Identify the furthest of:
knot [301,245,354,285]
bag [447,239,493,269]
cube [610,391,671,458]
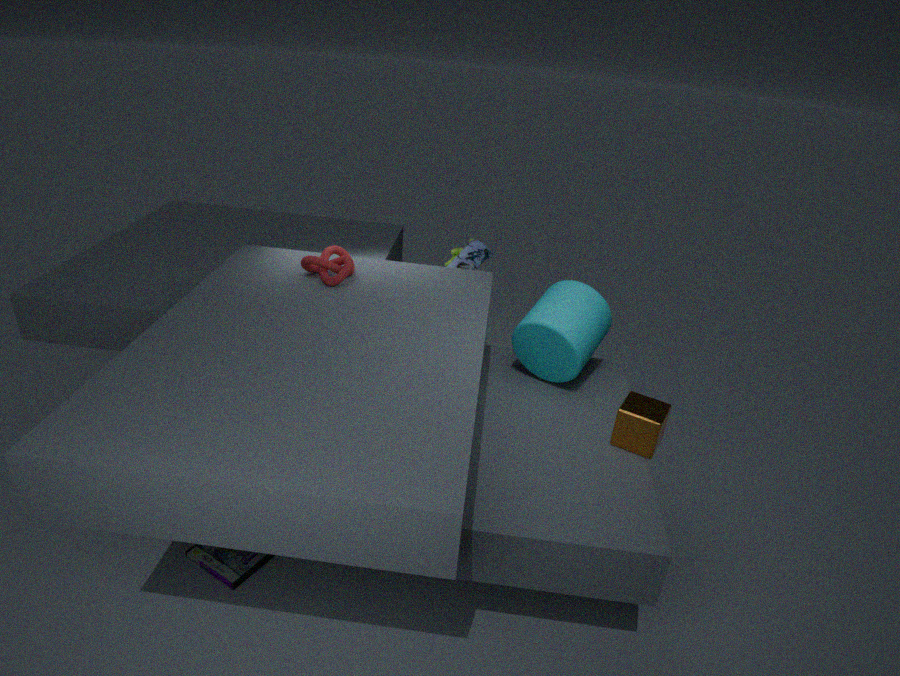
bag [447,239,493,269]
